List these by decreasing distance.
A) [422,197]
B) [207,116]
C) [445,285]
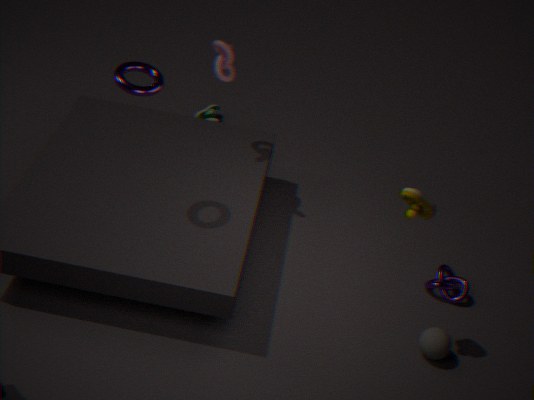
[207,116]
[445,285]
[422,197]
